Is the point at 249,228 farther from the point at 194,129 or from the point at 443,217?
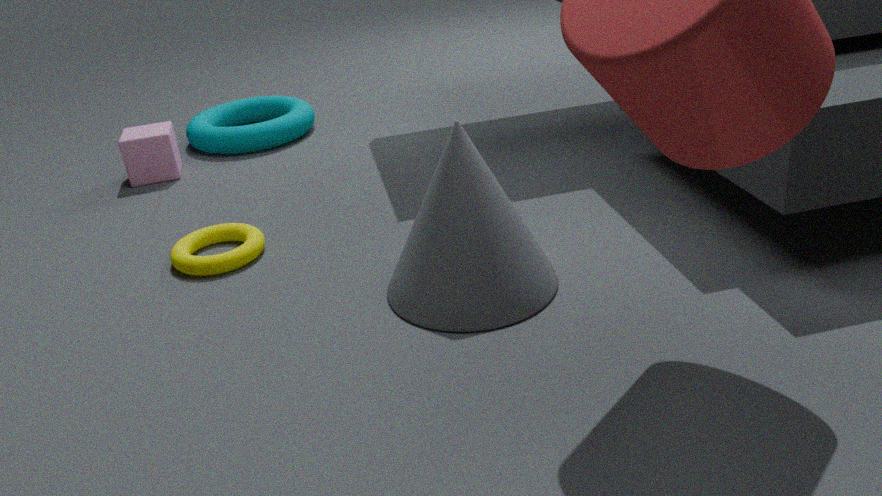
the point at 194,129
